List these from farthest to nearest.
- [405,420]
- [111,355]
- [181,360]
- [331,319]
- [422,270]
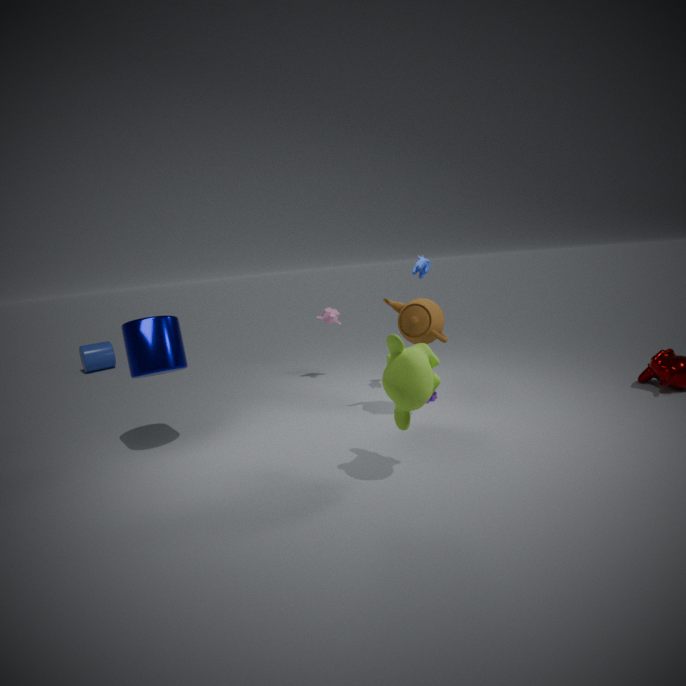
[111,355] < [331,319] < [422,270] < [181,360] < [405,420]
